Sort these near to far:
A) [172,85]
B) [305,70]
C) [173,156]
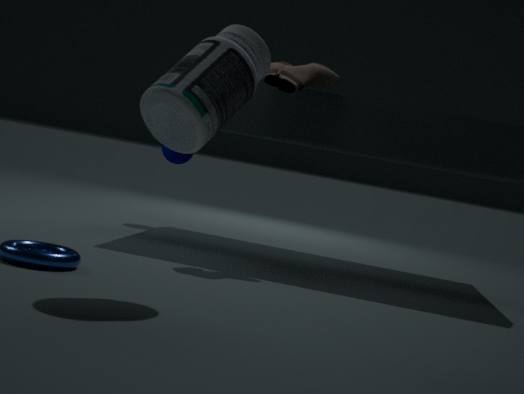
[172,85] → [305,70] → [173,156]
